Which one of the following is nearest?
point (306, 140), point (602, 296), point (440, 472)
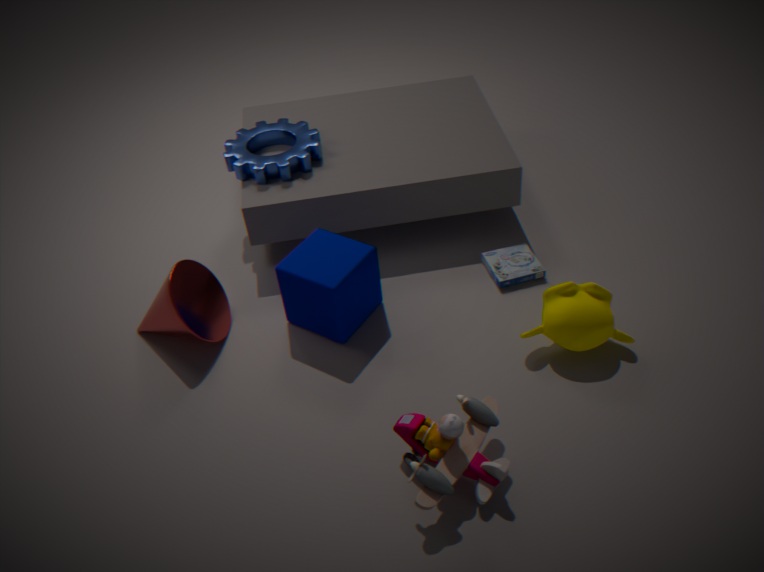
point (440, 472)
